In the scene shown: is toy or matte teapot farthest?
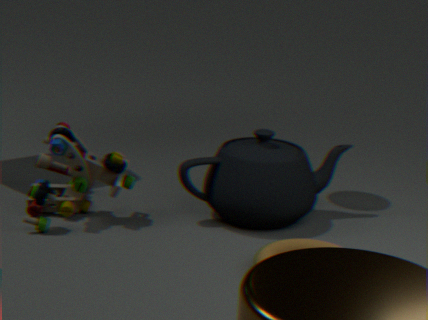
matte teapot
